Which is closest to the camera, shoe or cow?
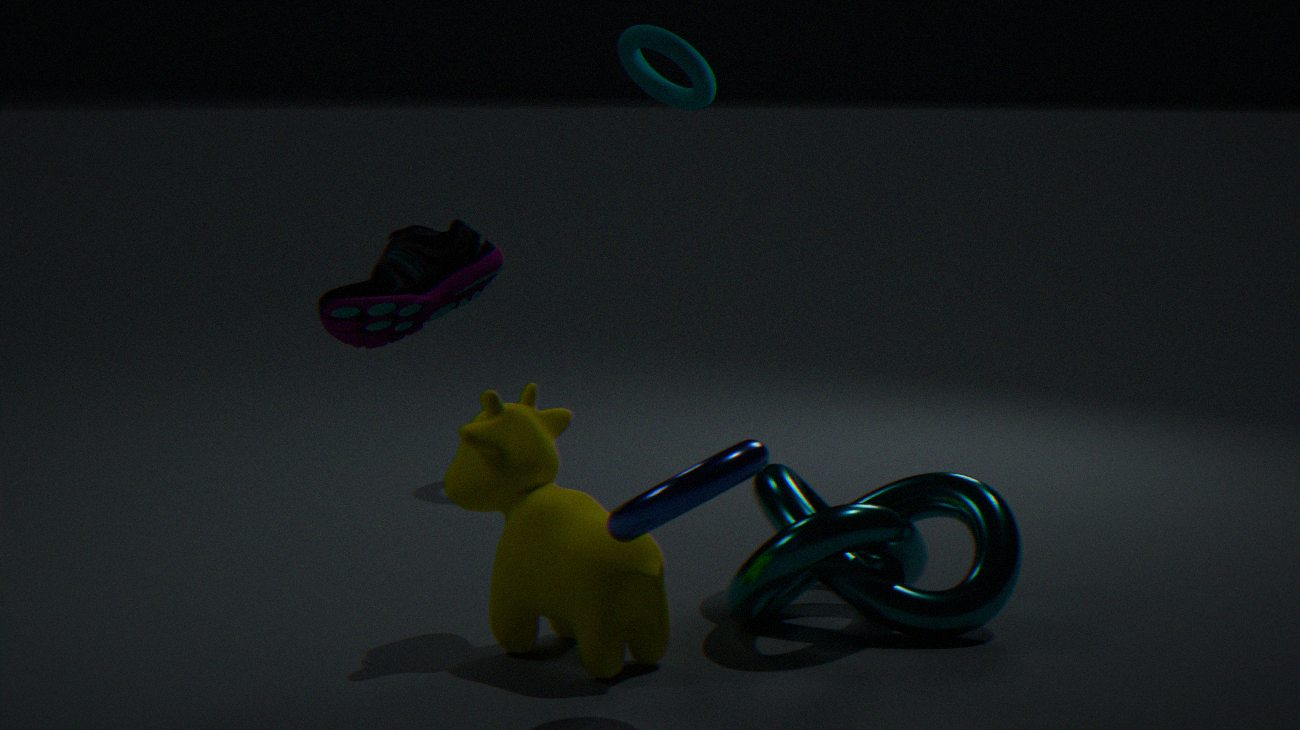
shoe
